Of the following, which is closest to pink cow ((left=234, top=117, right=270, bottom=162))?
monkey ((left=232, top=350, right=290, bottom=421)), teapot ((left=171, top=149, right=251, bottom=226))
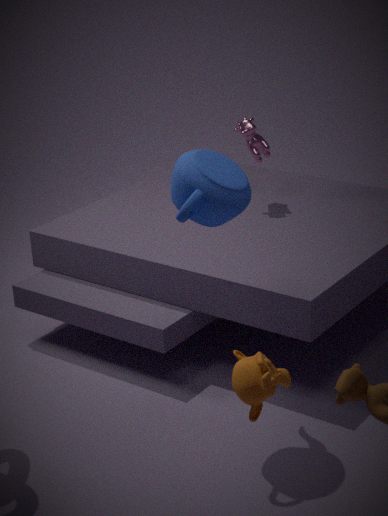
teapot ((left=171, top=149, right=251, bottom=226))
